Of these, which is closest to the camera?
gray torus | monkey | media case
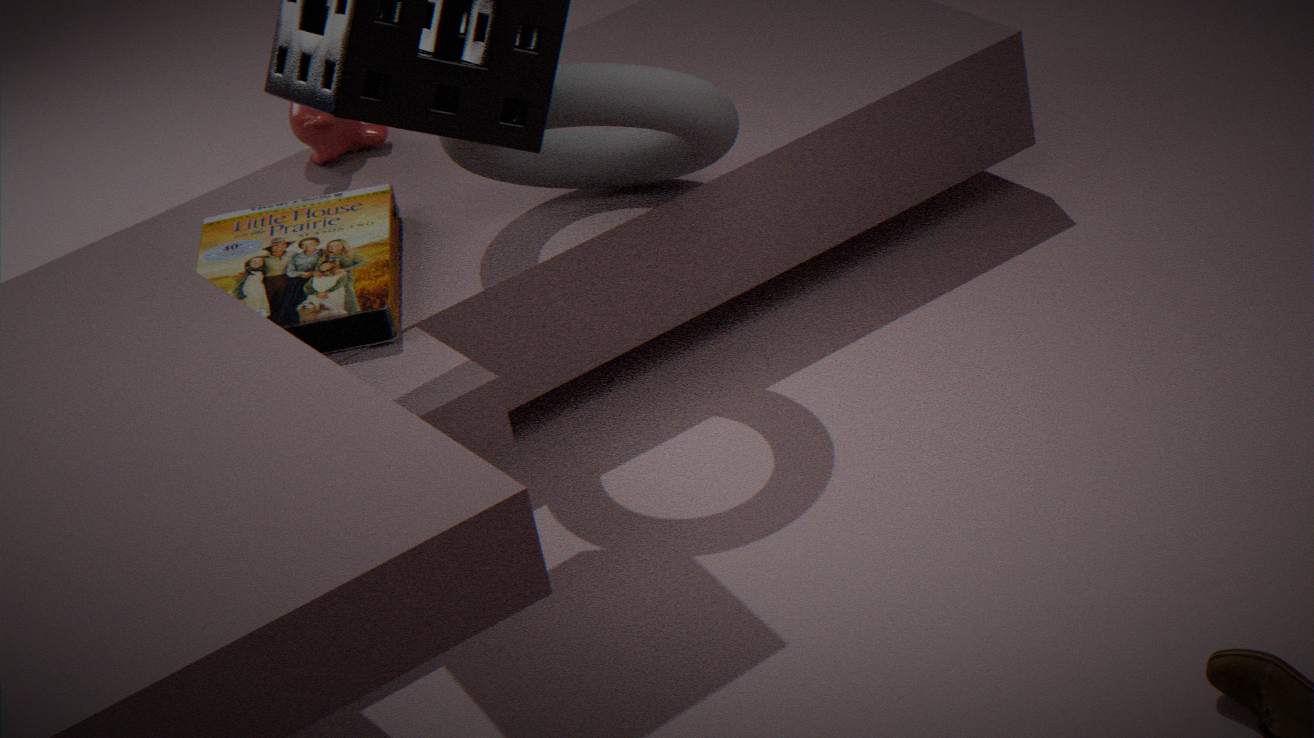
gray torus
